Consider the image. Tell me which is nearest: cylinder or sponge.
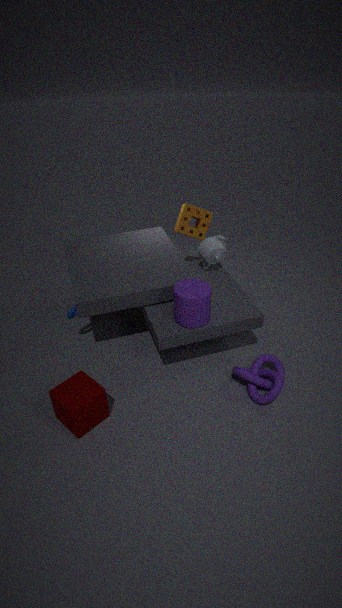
cylinder
